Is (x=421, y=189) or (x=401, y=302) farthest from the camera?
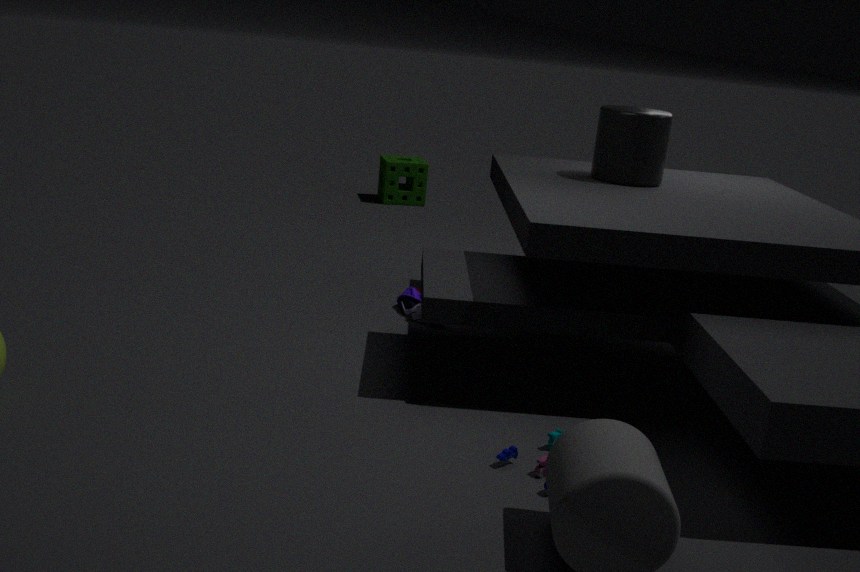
(x=421, y=189)
